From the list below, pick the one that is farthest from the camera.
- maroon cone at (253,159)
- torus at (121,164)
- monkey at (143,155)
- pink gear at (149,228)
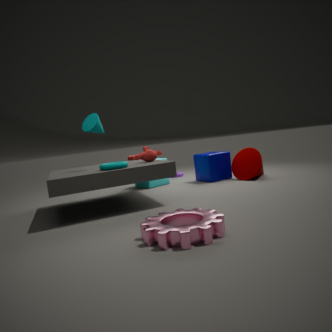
maroon cone at (253,159)
